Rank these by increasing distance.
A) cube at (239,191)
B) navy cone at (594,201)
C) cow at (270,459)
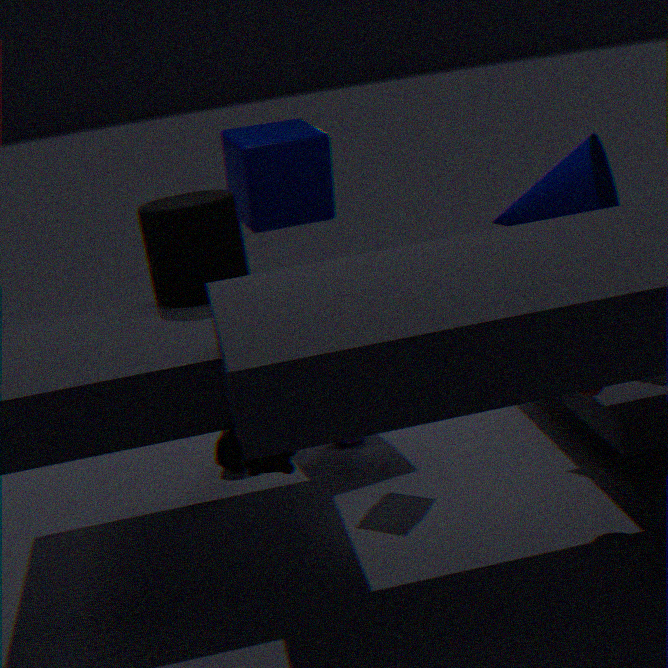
cow at (270,459) → navy cone at (594,201) → cube at (239,191)
